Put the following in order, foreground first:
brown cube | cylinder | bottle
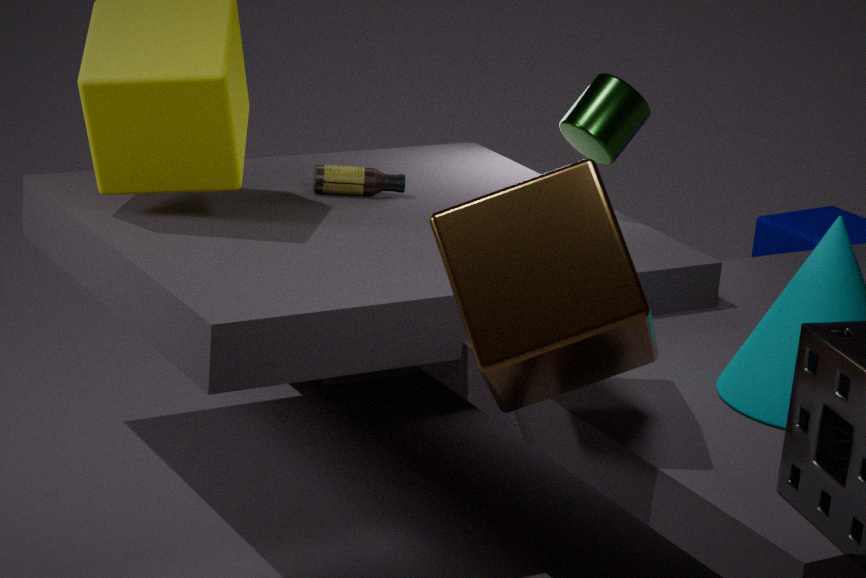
1. brown cube
2. cylinder
3. bottle
